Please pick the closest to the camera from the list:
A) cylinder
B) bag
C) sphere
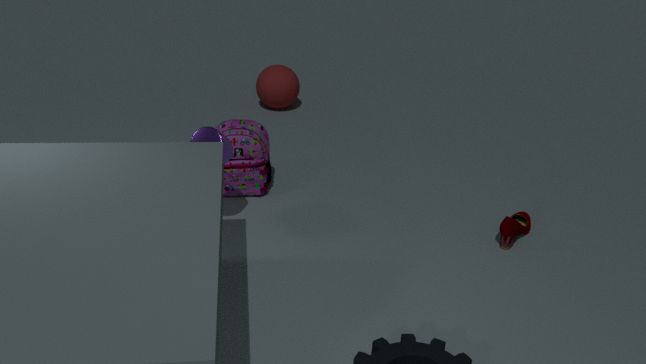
cylinder
